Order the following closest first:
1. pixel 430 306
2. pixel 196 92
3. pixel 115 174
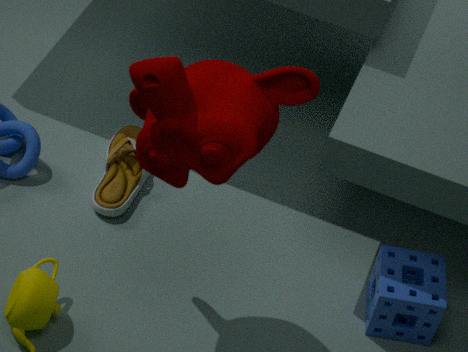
pixel 196 92 < pixel 430 306 < pixel 115 174
